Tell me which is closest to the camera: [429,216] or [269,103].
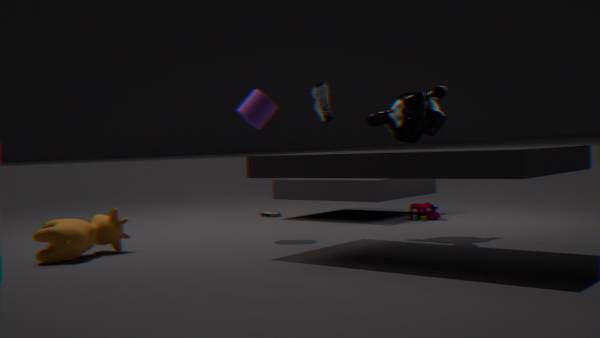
[269,103]
